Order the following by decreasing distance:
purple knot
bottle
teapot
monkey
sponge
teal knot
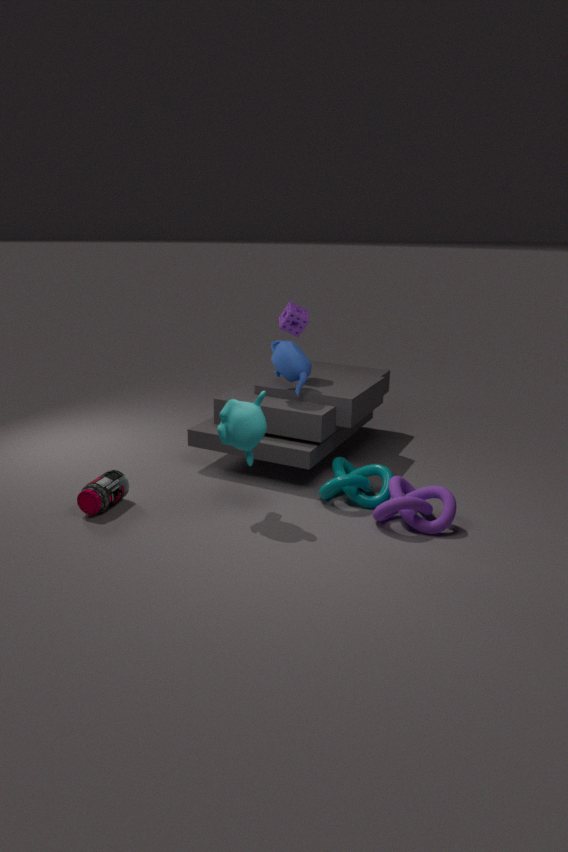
sponge
teapot
teal knot
bottle
monkey
purple knot
